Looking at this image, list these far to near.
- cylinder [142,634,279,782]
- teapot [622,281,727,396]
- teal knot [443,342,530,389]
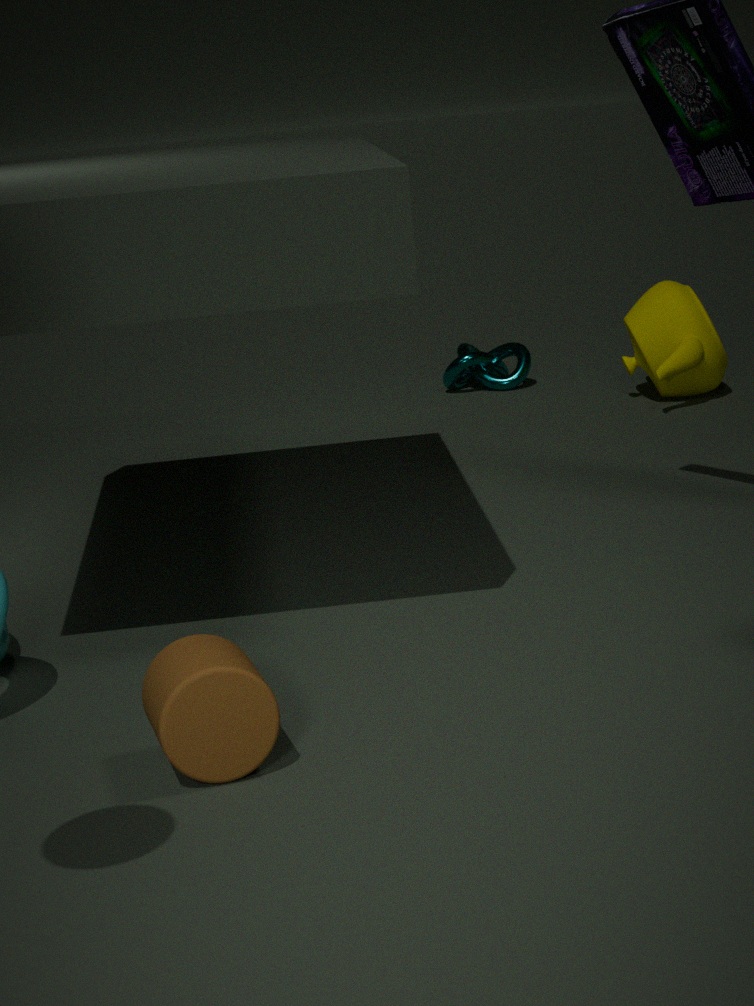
1. teal knot [443,342,530,389]
2. teapot [622,281,727,396]
3. cylinder [142,634,279,782]
